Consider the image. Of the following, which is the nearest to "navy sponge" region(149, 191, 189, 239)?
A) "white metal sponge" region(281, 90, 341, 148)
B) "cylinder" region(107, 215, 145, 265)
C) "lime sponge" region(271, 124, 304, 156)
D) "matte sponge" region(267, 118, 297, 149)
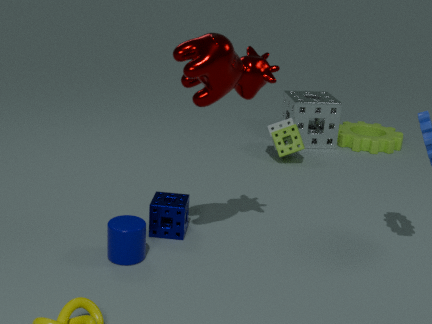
"cylinder" region(107, 215, 145, 265)
